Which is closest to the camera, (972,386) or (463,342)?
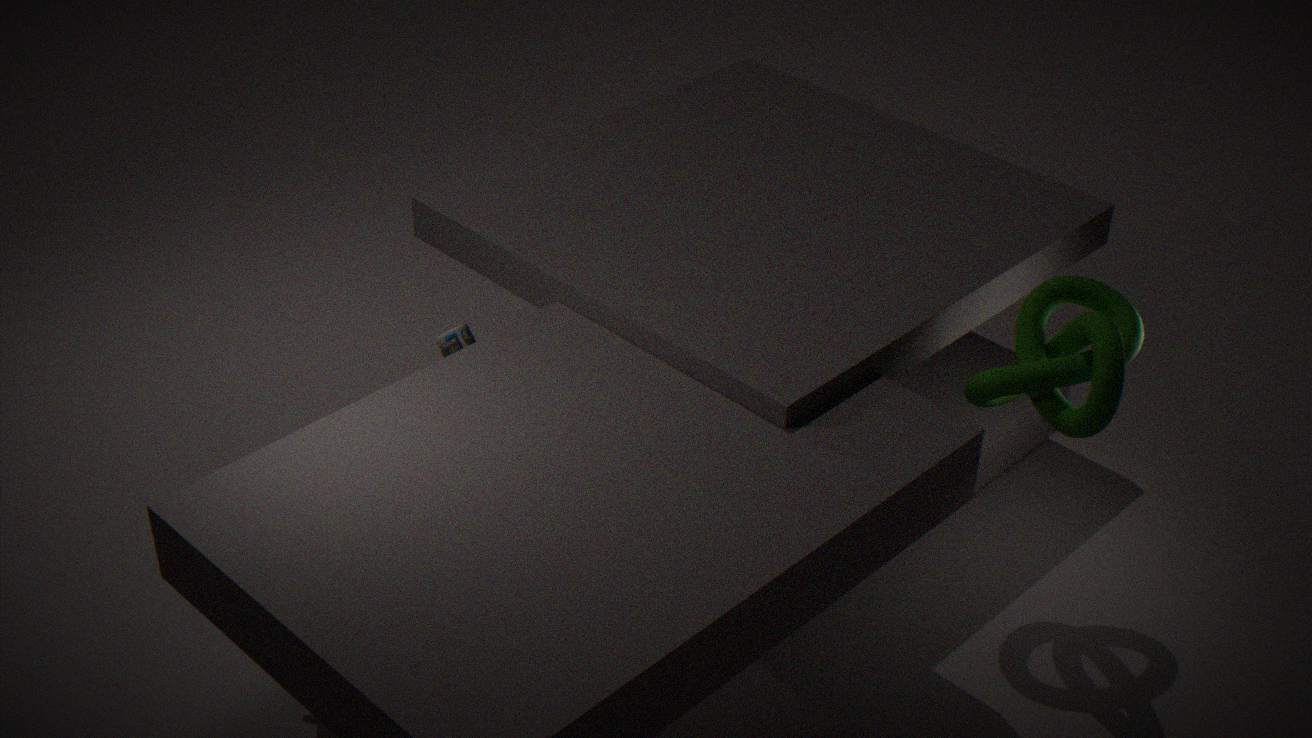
(972,386)
